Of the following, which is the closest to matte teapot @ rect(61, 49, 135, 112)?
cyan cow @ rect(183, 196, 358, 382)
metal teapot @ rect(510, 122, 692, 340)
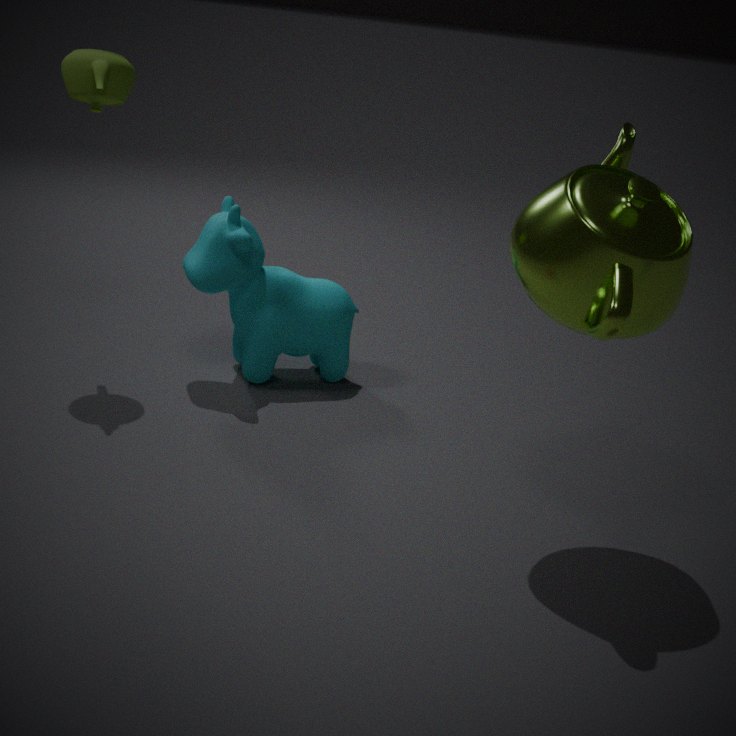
cyan cow @ rect(183, 196, 358, 382)
